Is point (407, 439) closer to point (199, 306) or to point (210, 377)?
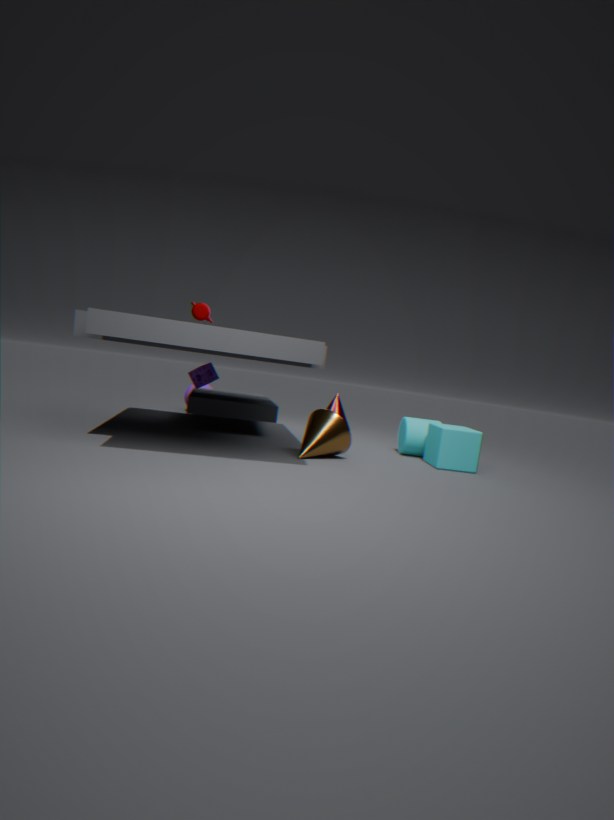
point (210, 377)
